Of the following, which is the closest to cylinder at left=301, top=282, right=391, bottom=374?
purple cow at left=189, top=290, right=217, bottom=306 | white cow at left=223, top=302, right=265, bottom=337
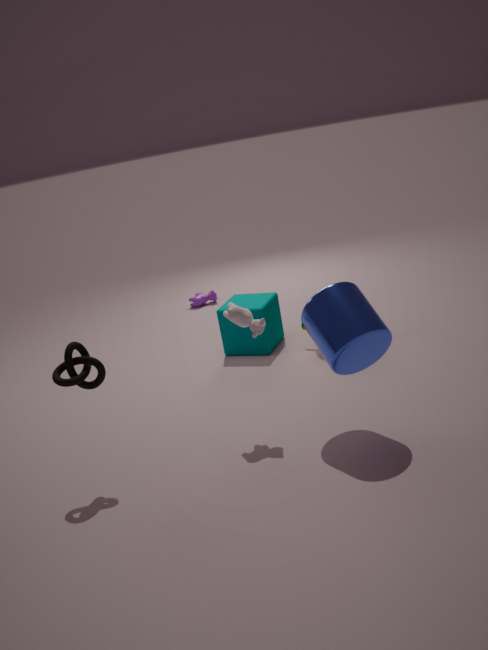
white cow at left=223, top=302, right=265, bottom=337
